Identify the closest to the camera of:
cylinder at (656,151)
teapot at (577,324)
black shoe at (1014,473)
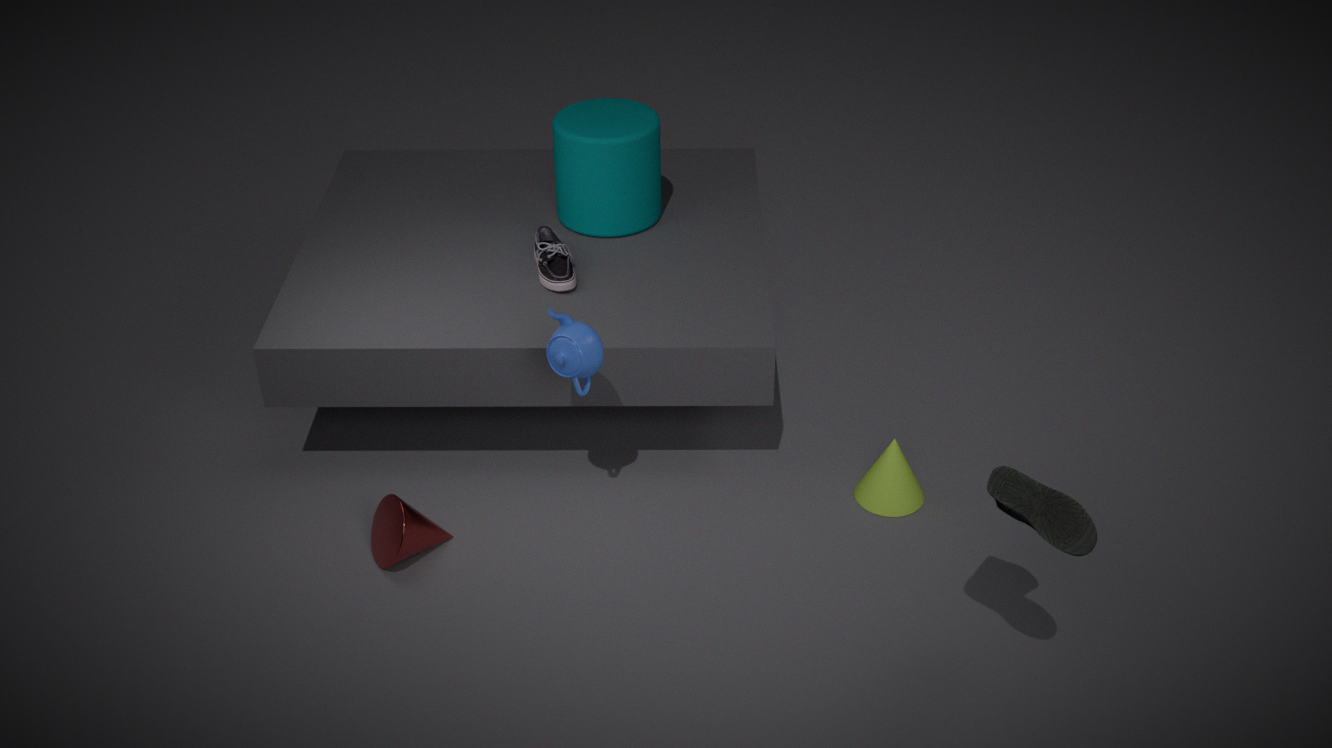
black shoe at (1014,473)
